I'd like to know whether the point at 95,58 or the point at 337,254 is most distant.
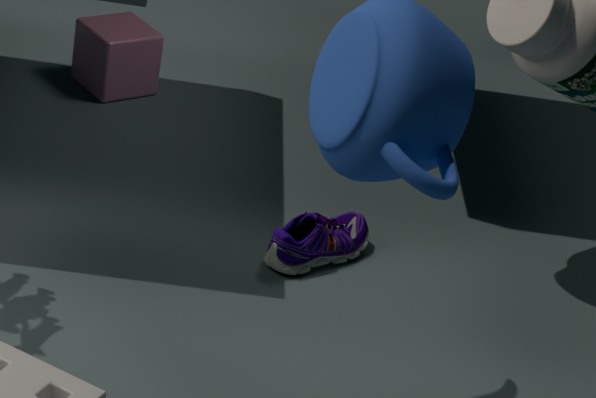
the point at 95,58
